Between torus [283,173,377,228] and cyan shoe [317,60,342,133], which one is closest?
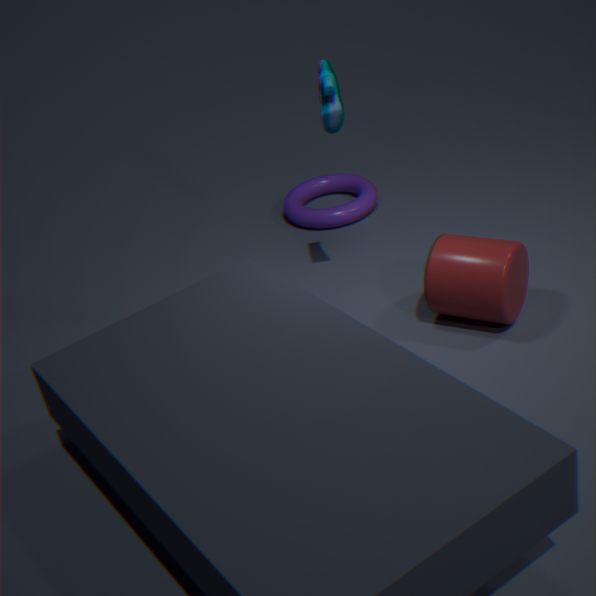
cyan shoe [317,60,342,133]
